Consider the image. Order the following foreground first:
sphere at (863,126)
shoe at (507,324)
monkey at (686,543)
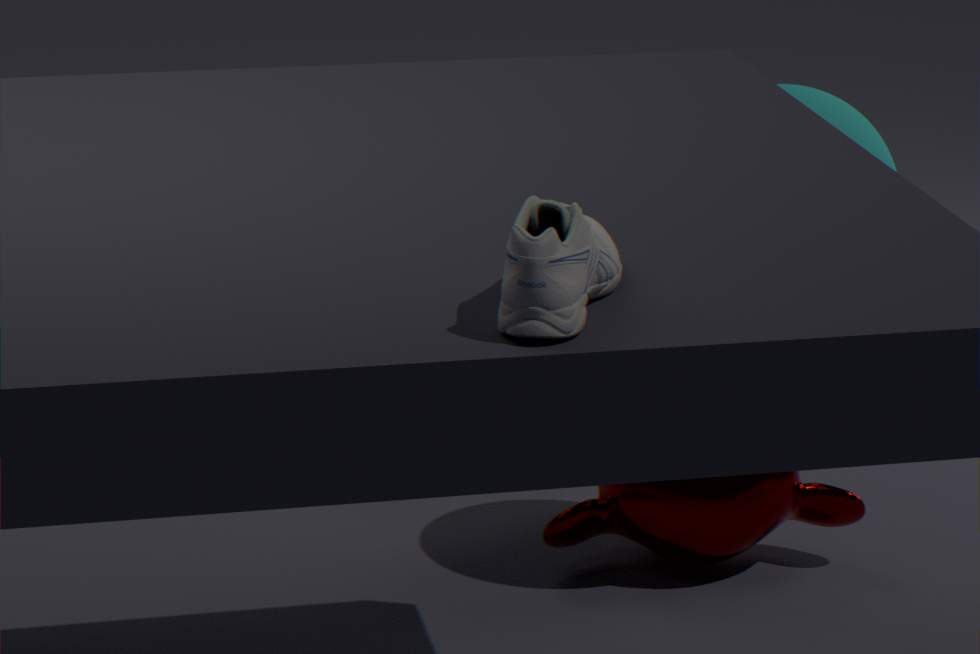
shoe at (507,324)
sphere at (863,126)
monkey at (686,543)
